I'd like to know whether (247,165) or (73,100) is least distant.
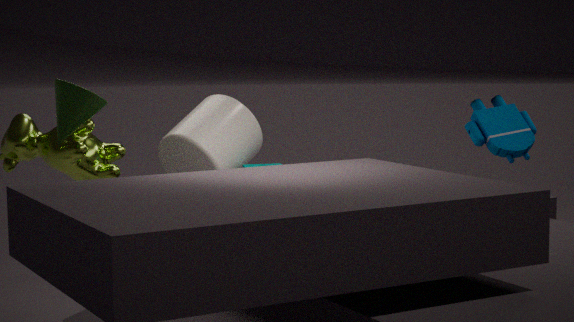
(73,100)
